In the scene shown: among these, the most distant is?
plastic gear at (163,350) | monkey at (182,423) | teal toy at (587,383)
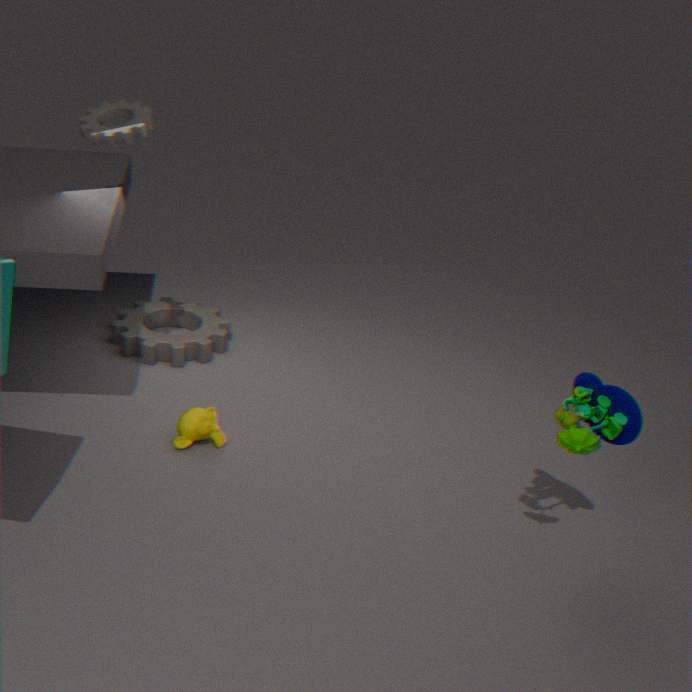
plastic gear at (163,350)
